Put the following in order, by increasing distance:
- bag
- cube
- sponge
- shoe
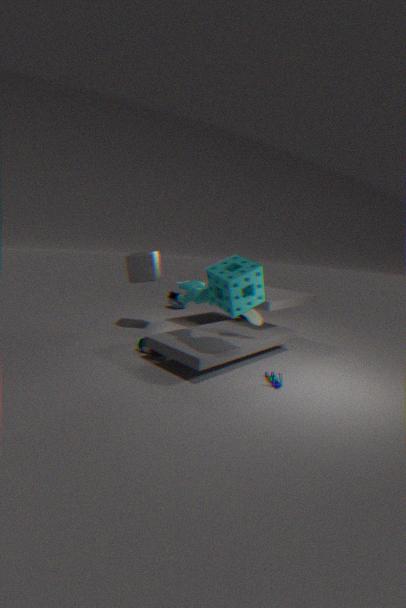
sponge → shoe → cube → bag
